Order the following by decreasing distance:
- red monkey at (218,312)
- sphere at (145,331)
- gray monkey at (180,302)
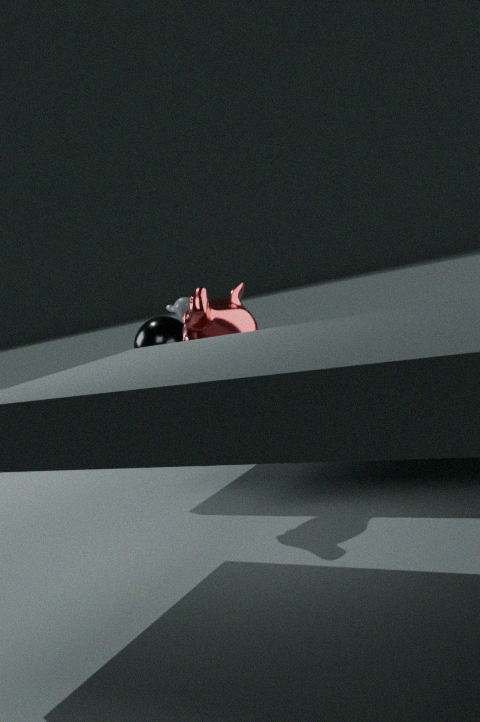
gray monkey at (180,302) < sphere at (145,331) < red monkey at (218,312)
